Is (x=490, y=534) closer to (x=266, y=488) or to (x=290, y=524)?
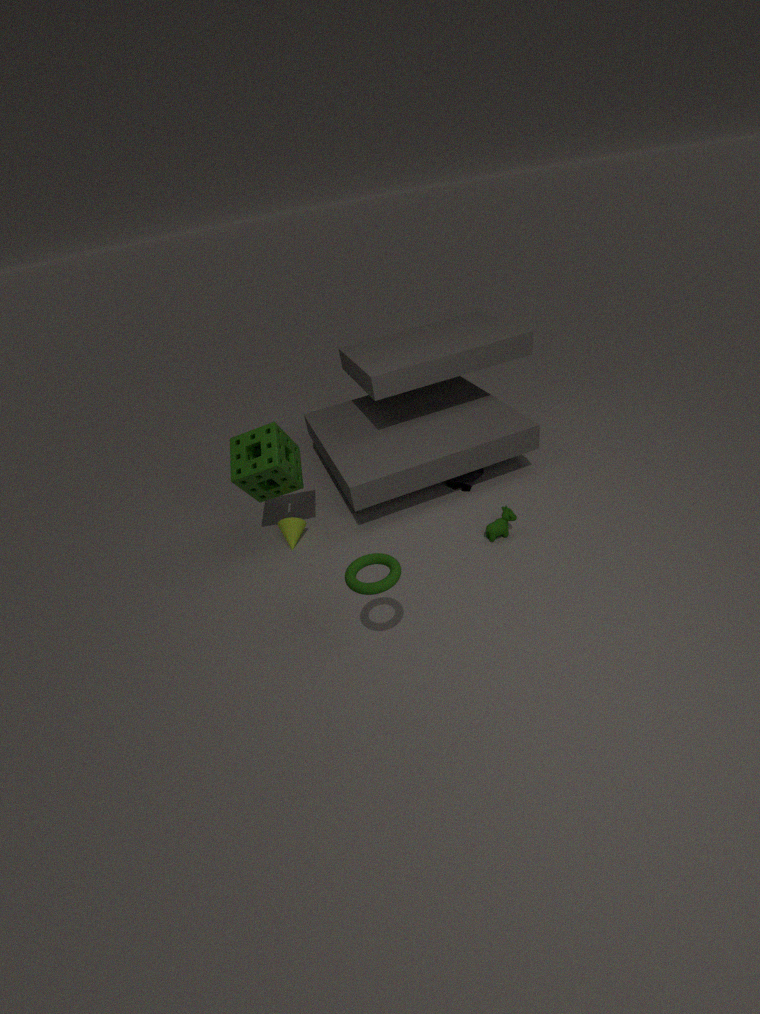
(x=290, y=524)
